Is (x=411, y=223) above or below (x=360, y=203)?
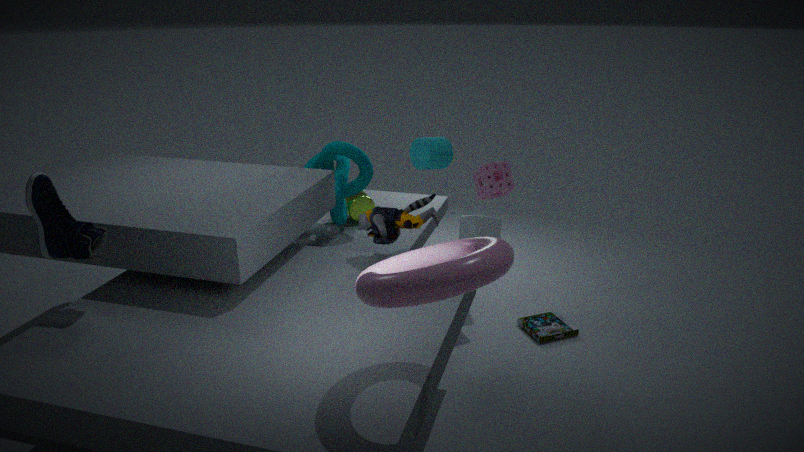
above
